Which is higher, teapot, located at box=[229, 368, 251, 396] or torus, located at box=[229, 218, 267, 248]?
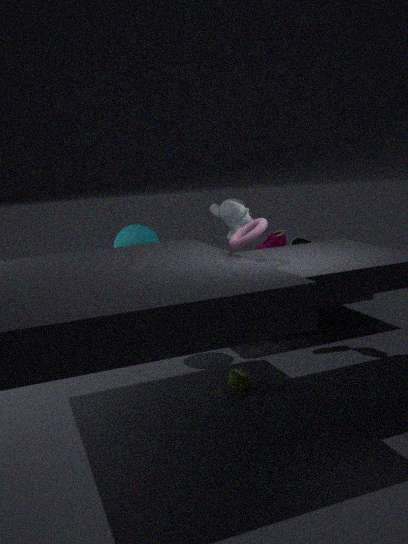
torus, located at box=[229, 218, 267, 248]
